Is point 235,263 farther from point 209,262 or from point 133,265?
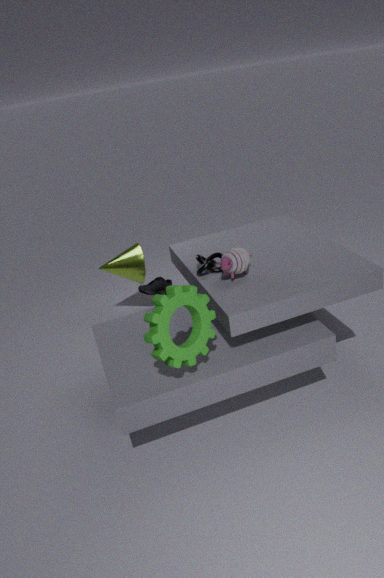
point 133,265
